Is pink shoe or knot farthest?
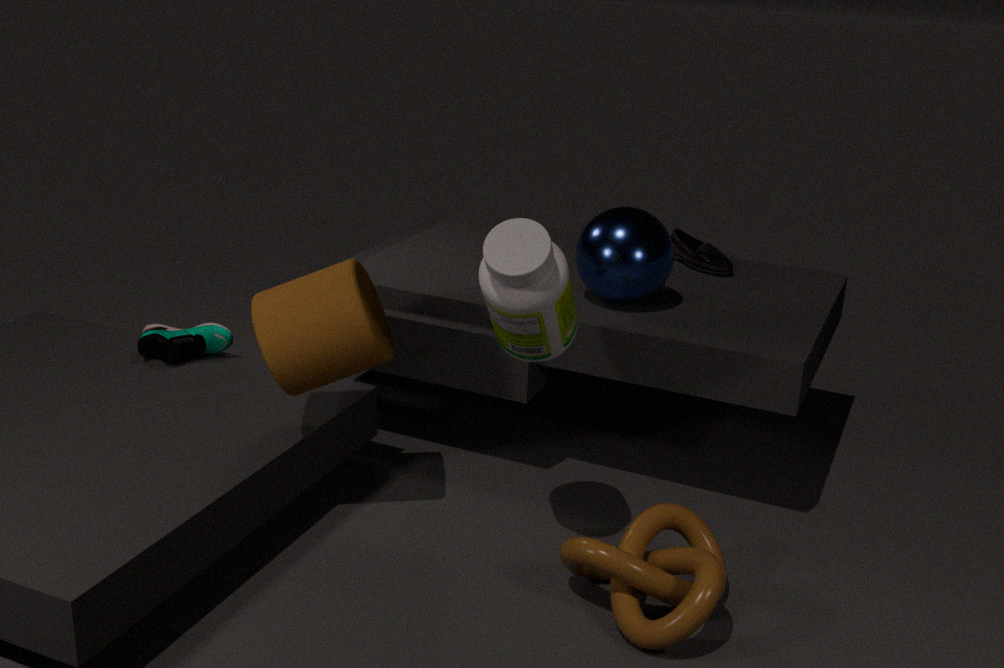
pink shoe
